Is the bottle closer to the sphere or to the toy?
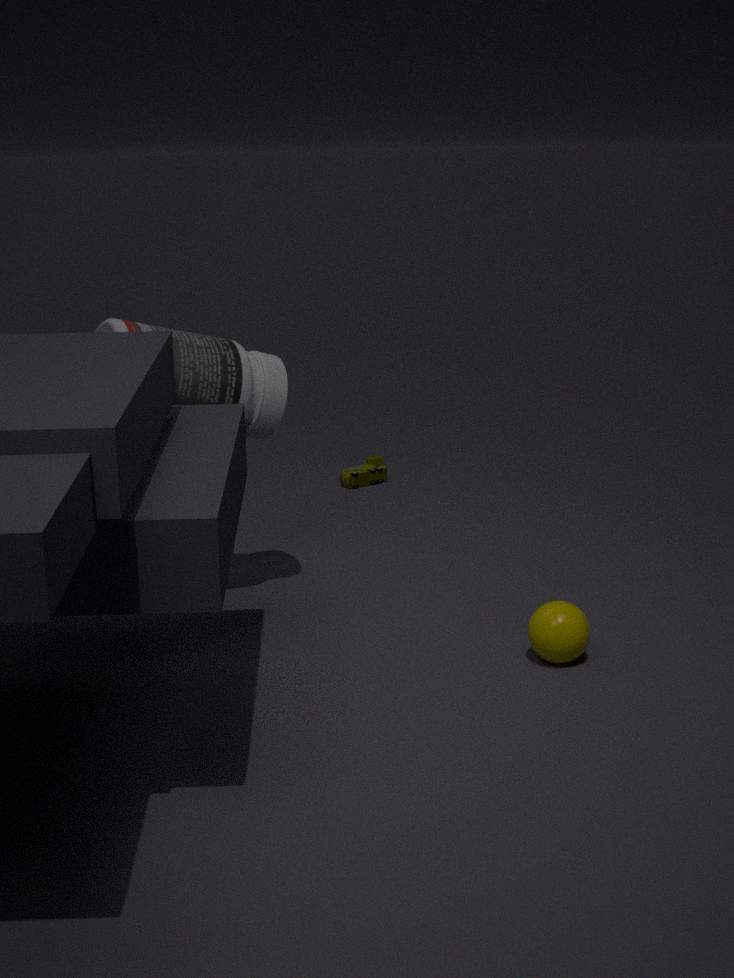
the sphere
